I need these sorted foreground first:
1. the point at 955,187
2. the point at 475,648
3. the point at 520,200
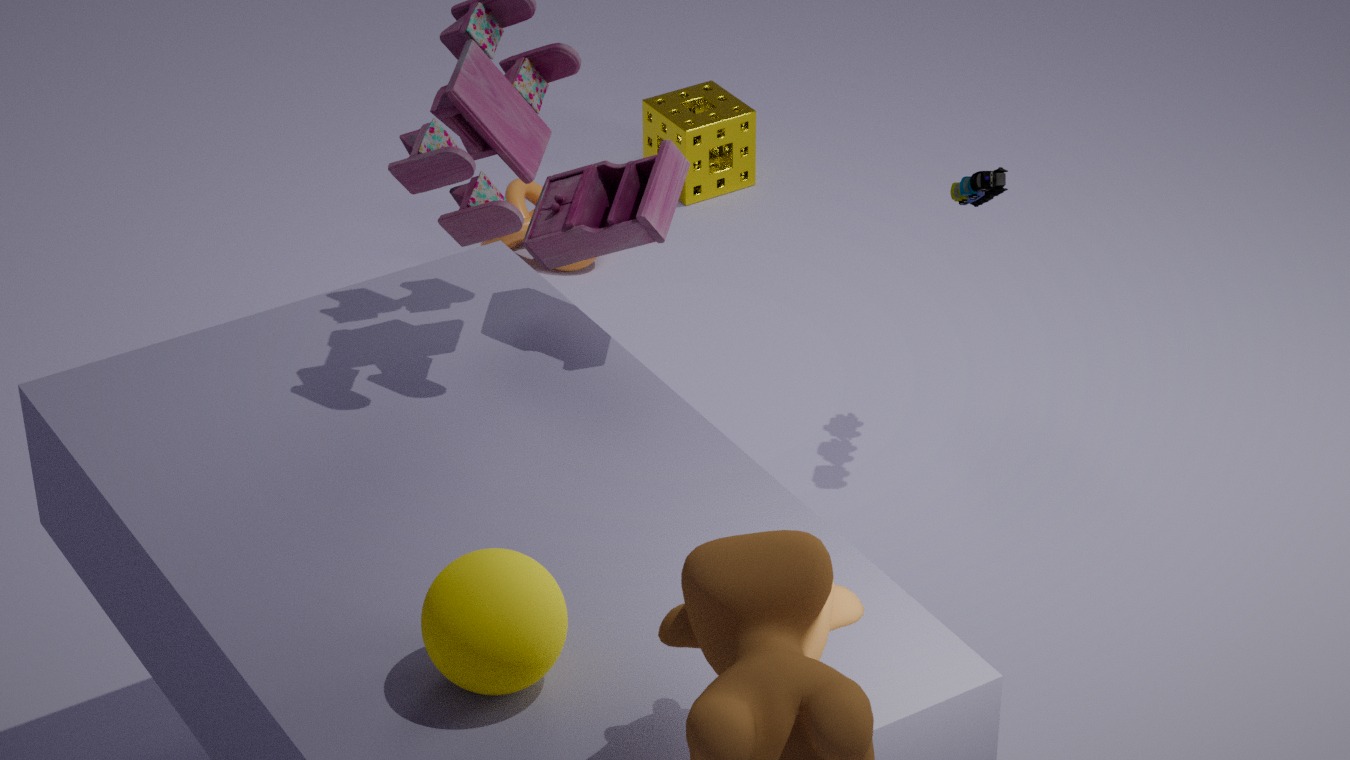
the point at 475,648, the point at 955,187, the point at 520,200
